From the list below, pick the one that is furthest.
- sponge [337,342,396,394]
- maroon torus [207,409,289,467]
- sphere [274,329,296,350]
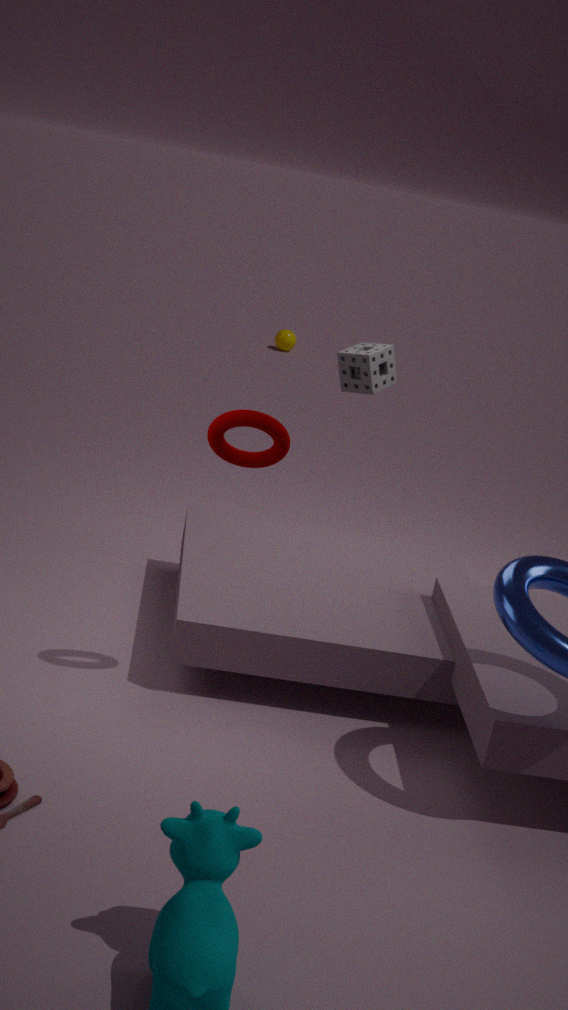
sphere [274,329,296,350]
